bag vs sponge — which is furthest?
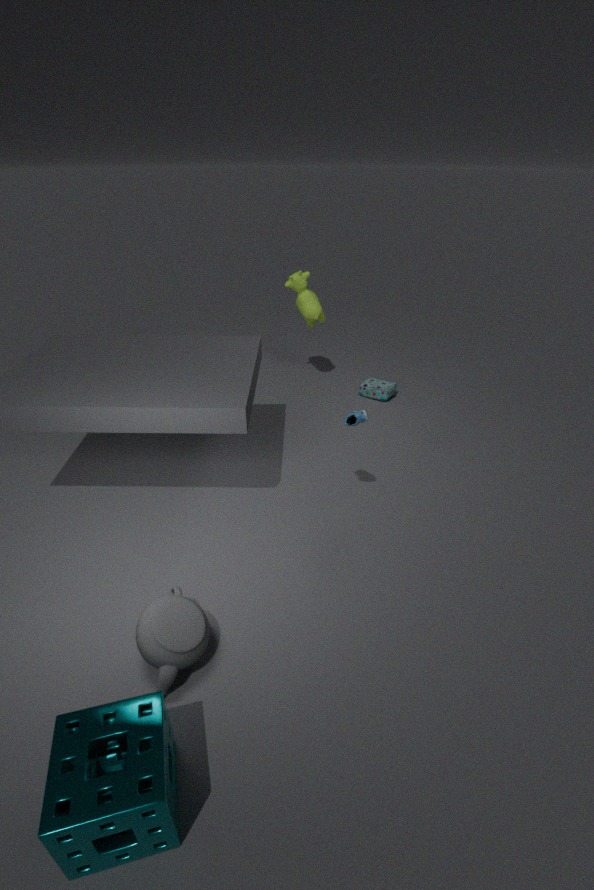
bag
